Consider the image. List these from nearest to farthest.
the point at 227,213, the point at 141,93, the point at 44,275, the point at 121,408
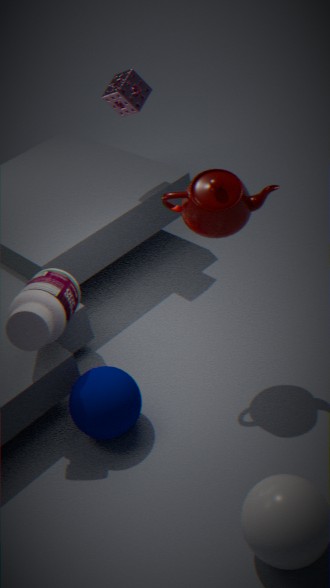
the point at 227,213 < the point at 121,408 < the point at 44,275 < the point at 141,93
